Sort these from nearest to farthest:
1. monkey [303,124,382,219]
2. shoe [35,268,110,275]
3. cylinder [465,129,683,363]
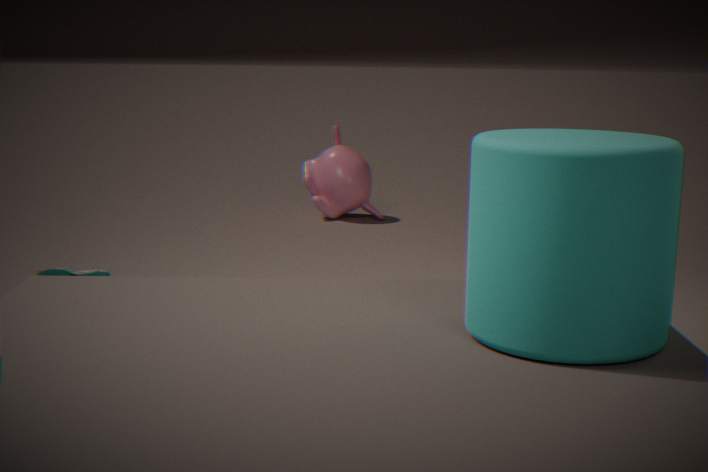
cylinder [465,129,683,363], shoe [35,268,110,275], monkey [303,124,382,219]
